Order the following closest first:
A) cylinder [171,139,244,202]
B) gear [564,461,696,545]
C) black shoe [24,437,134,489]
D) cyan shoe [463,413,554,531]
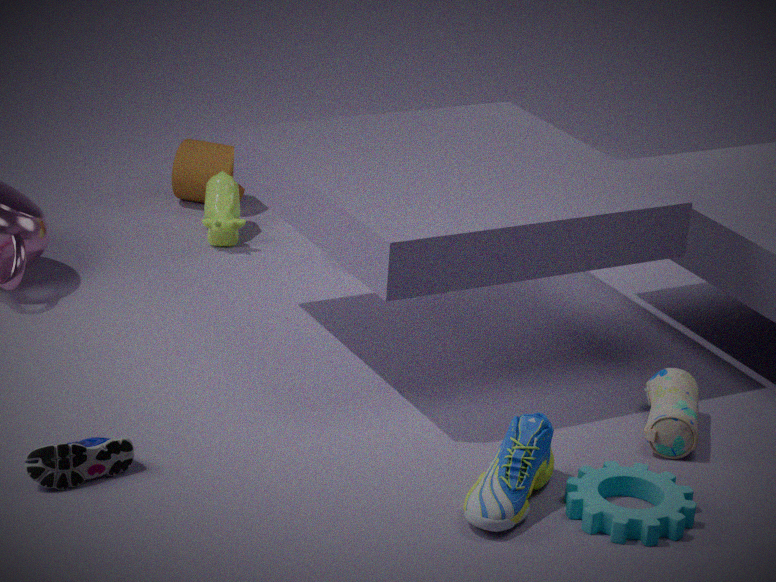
cyan shoe [463,413,554,531] < gear [564,461,696,545] < black shoe [24,437,134,489] < cylinder [171,139,244,202]
